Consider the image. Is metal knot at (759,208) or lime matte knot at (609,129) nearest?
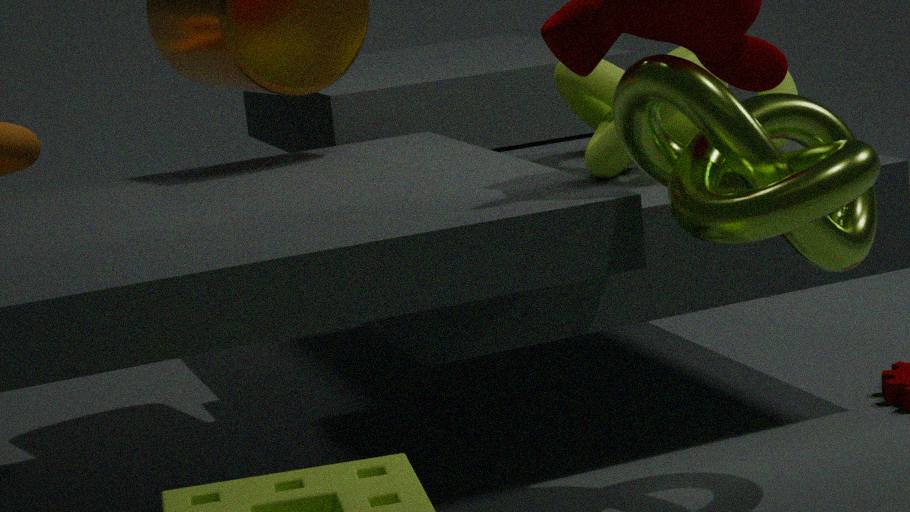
metal knot at (759,208)
